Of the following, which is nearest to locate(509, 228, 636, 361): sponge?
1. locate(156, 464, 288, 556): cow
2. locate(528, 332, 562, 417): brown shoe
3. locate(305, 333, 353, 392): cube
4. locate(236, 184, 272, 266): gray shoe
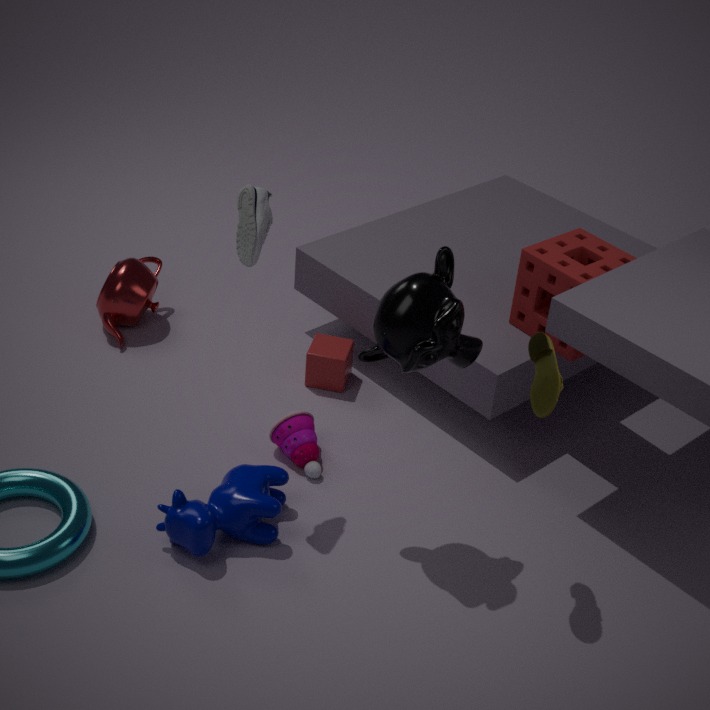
locate(528, 332, 562, 417): brown shoe
